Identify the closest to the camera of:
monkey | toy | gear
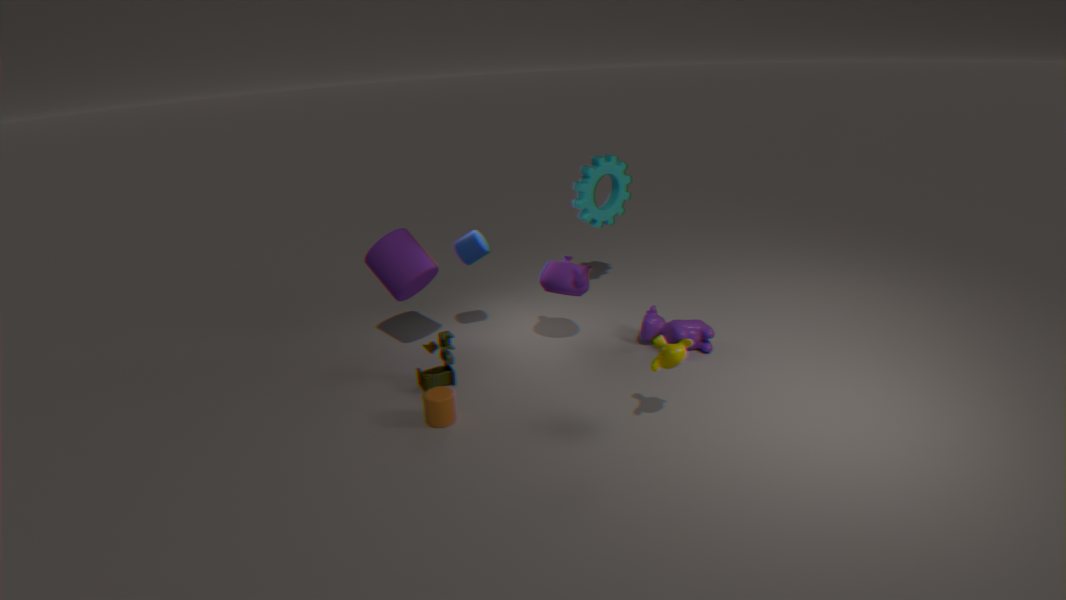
monkey
